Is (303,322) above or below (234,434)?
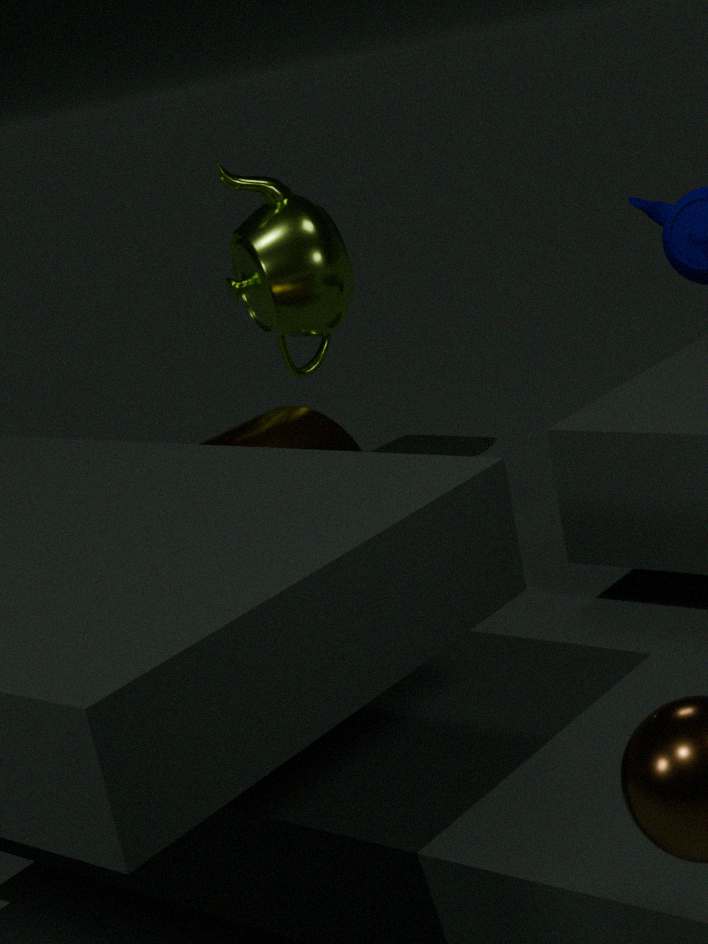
above
